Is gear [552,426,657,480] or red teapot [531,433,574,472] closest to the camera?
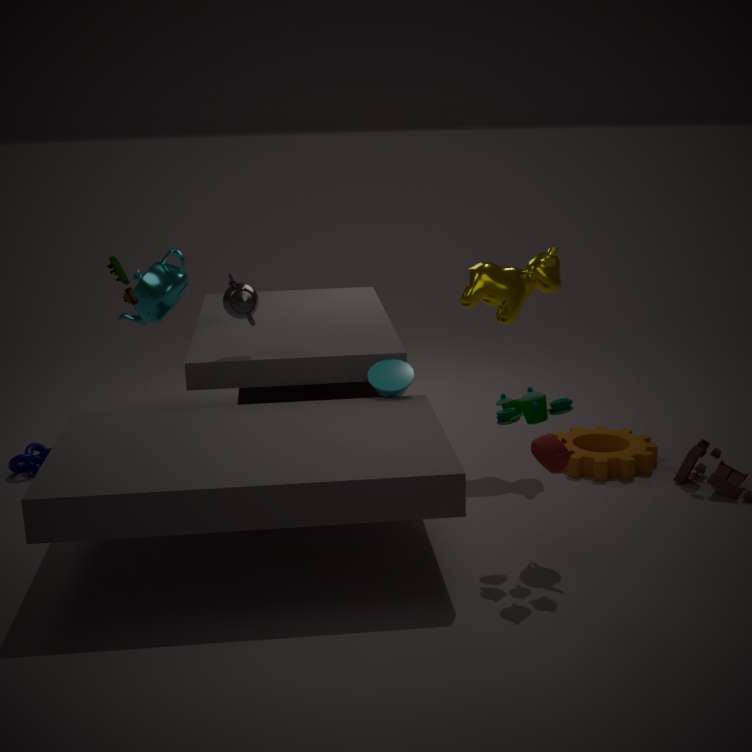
red teapot [531,433,574,472]
